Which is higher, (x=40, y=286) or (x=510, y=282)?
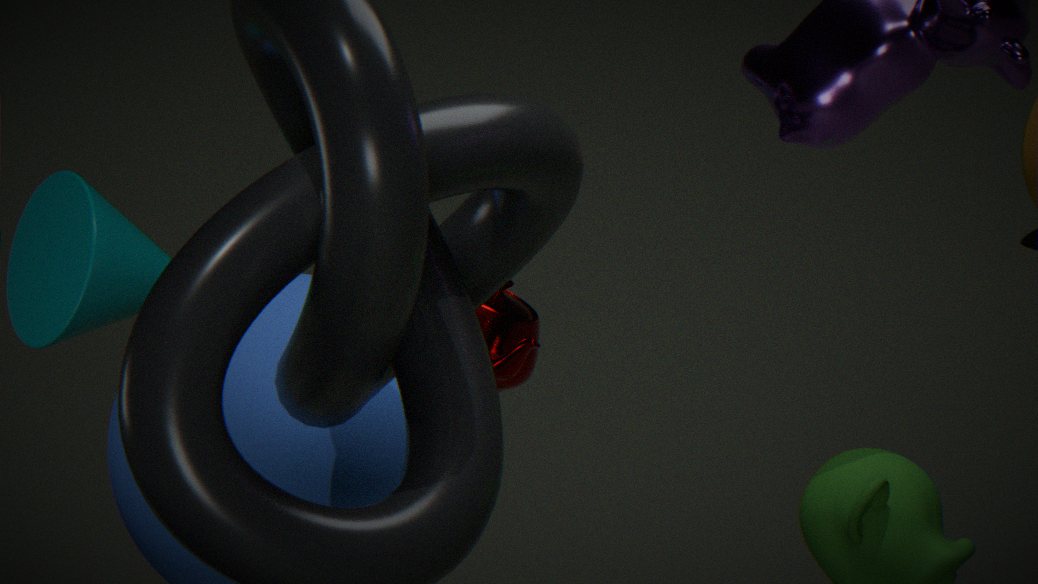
(x=40, y=286)
